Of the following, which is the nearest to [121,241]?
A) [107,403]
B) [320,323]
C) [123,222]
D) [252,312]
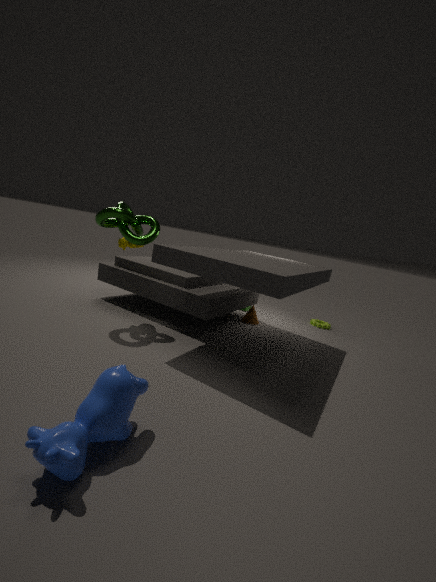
[123,222]
